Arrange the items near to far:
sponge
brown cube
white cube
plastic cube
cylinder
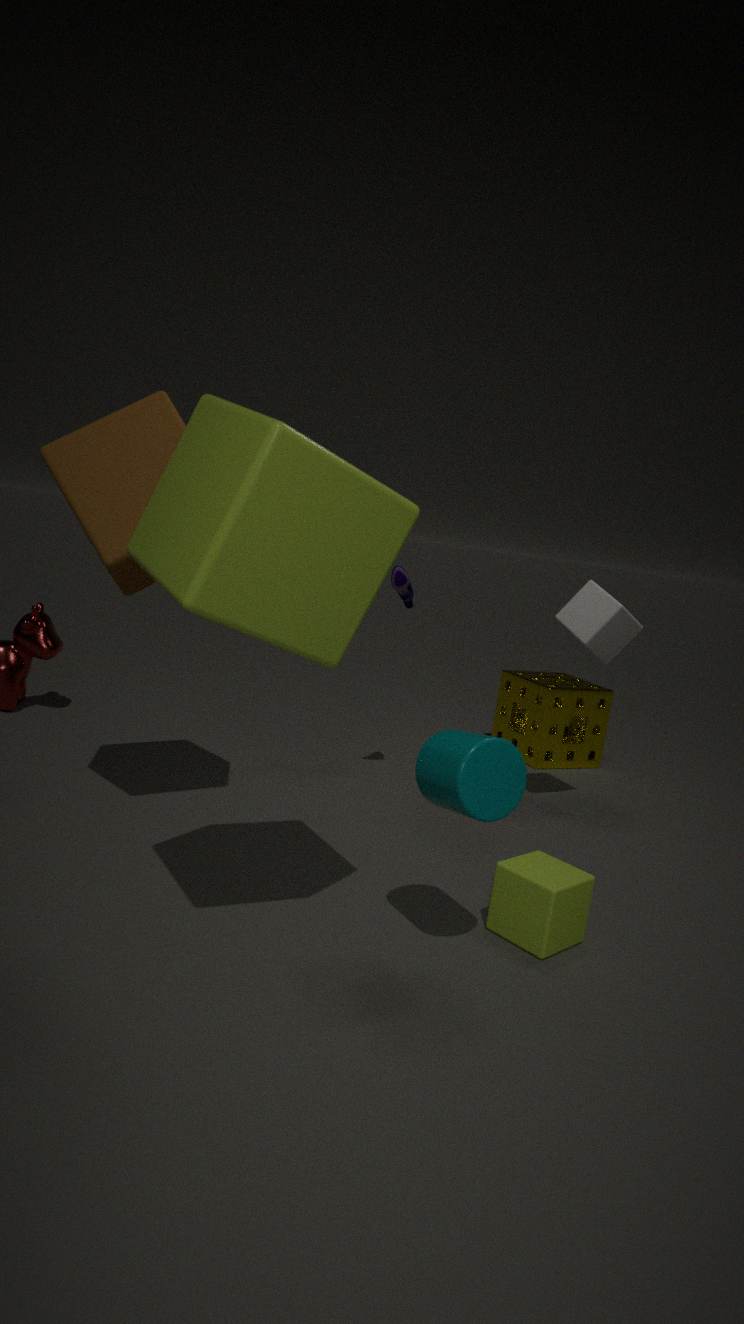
plastic cube, cylinder, brown cube, white cube, sponge
